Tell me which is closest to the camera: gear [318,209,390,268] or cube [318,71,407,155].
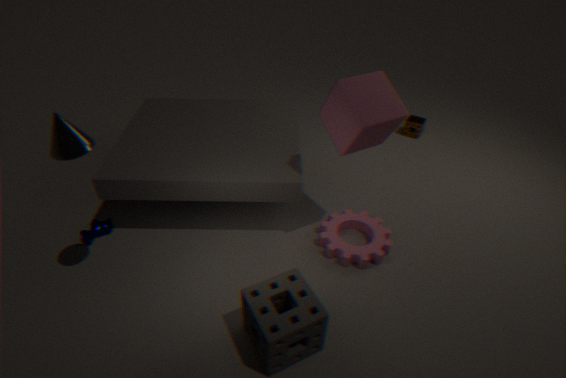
cube [318,71,407,155]
